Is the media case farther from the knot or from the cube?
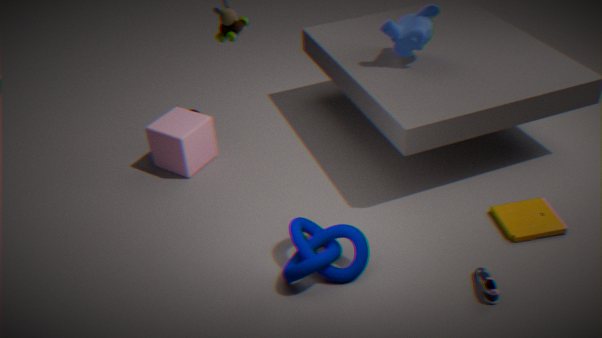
the cube
